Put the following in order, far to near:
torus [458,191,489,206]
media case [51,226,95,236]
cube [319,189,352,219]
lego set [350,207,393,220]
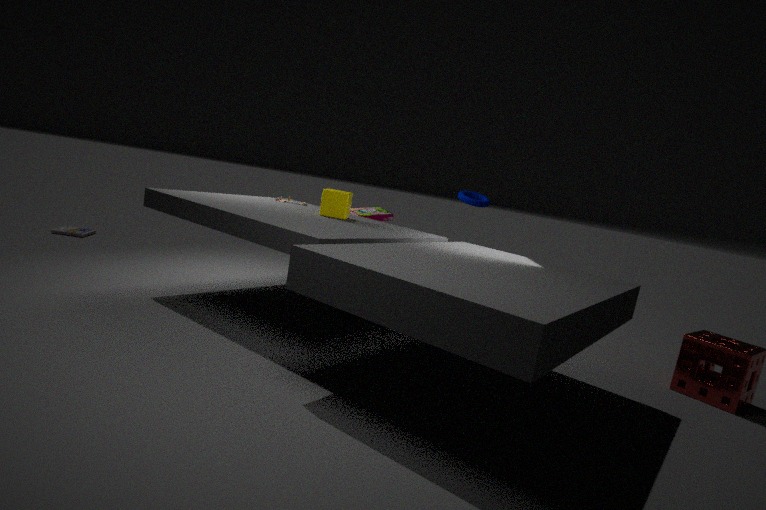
1. media case [51,226,95,236]
2. torus [458,191,489,206]
3. lego set [350,207,393,220]
4. cube [319,189,352,219]
